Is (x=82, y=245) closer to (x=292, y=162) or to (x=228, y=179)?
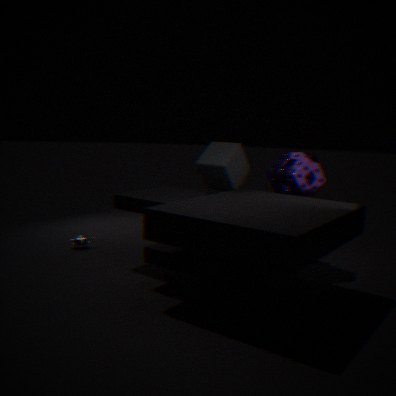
(x=228, y=179)
